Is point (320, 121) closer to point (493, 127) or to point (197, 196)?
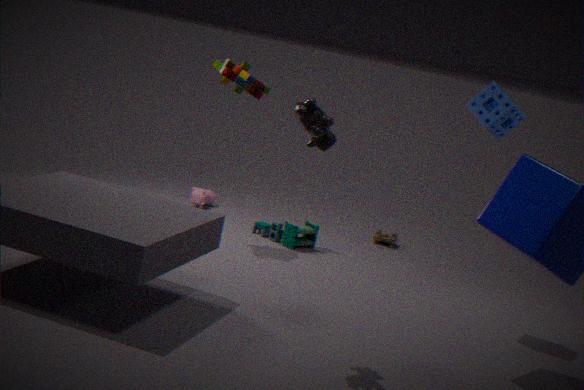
point (493, 127)
